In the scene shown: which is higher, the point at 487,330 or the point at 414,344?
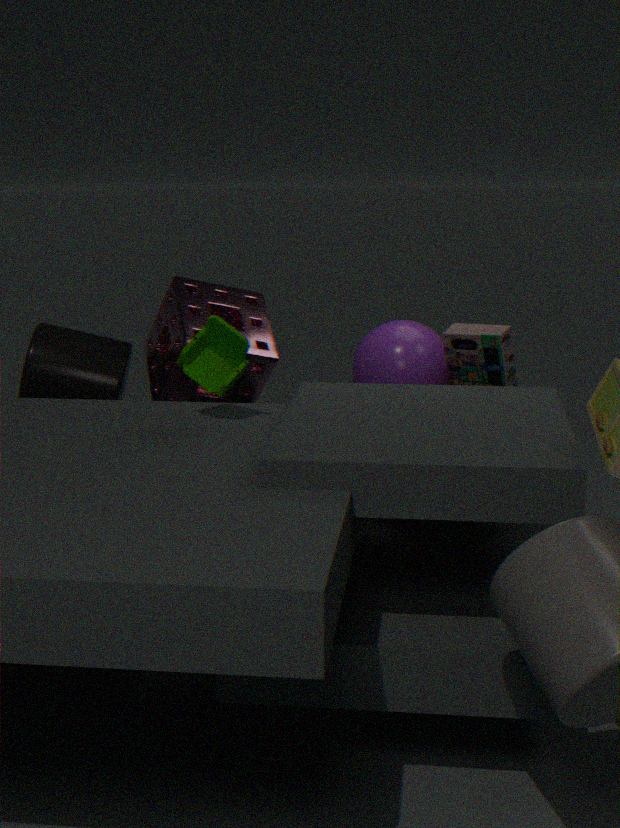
the point at 487,330
